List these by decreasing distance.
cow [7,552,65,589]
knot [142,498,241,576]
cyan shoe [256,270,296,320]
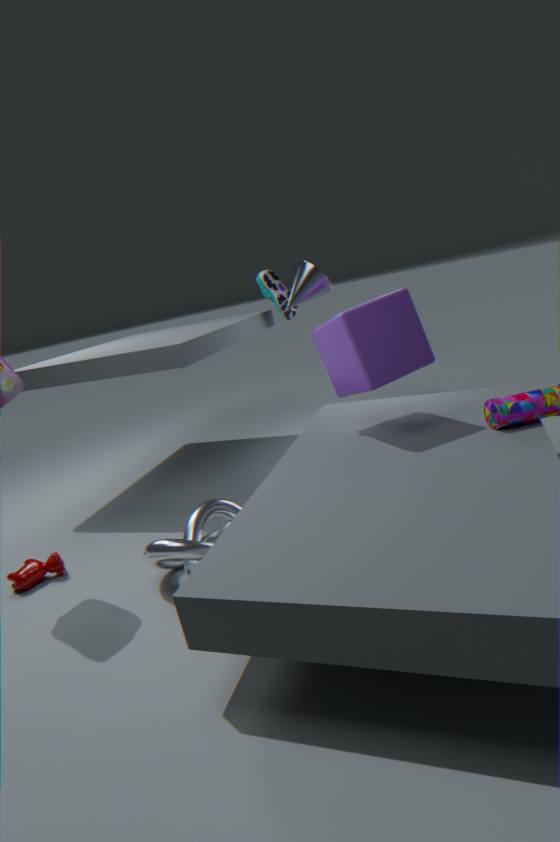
cyan shoe [256,270,296,320]
cow [7,552,65,589]
knot [142,498,241,576]
